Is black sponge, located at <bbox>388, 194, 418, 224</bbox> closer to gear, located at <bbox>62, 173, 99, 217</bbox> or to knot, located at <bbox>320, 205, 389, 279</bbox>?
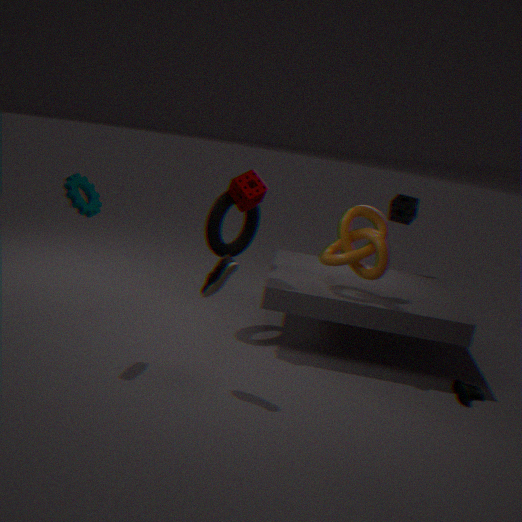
knot, located at <bbox>320, 205, 389, 279</bbox>
